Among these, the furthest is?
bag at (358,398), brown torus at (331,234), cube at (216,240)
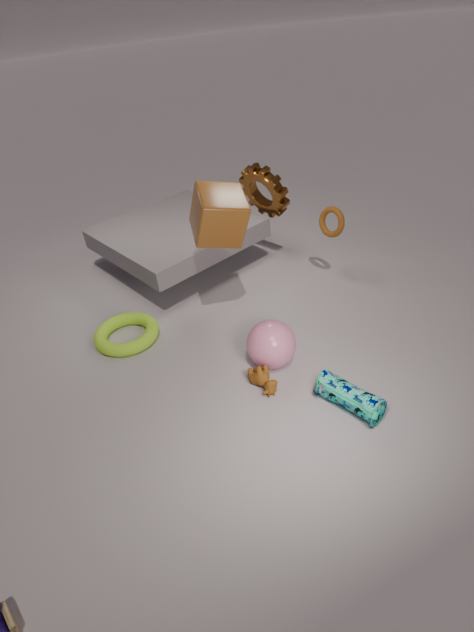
brown torus at (331,234)
